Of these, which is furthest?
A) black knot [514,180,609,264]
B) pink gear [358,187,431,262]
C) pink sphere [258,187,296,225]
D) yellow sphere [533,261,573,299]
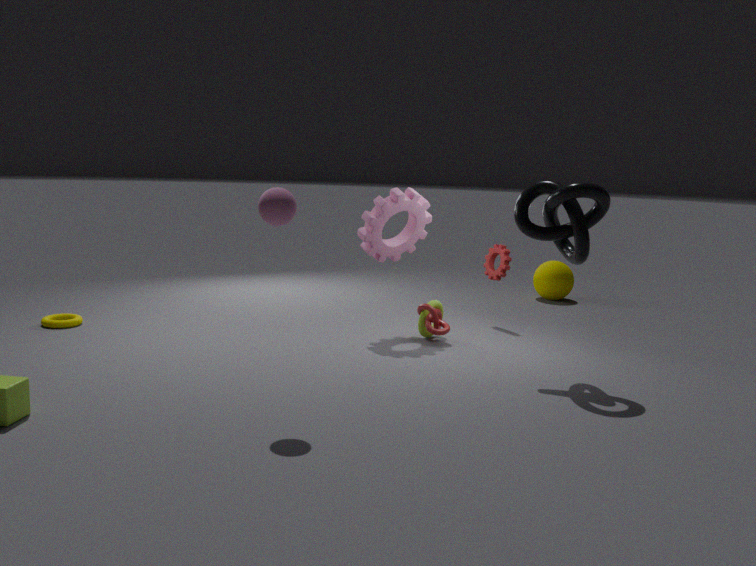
yellow sphere [533,261,573,299]
